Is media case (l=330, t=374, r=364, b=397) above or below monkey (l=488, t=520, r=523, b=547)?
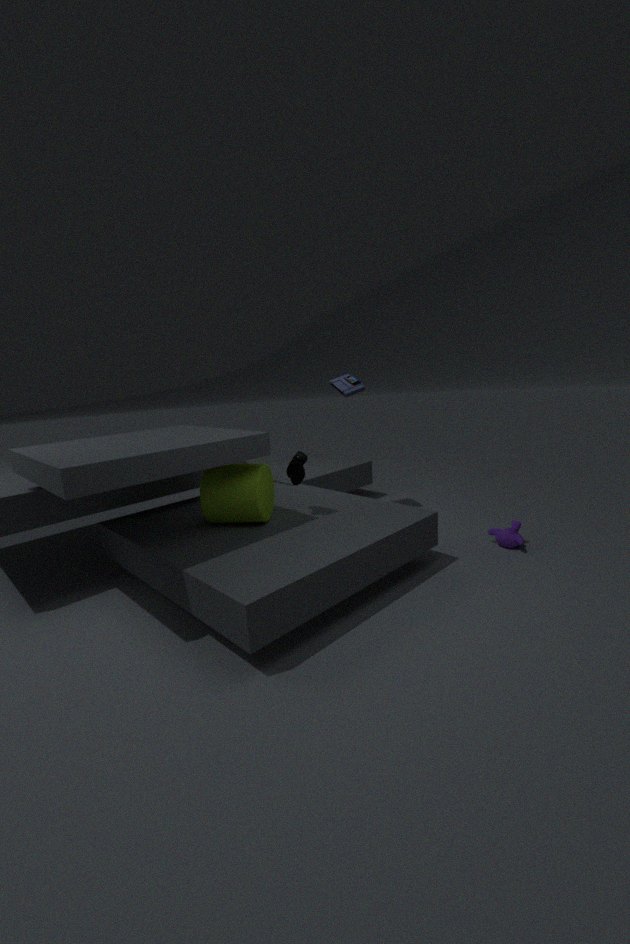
above
